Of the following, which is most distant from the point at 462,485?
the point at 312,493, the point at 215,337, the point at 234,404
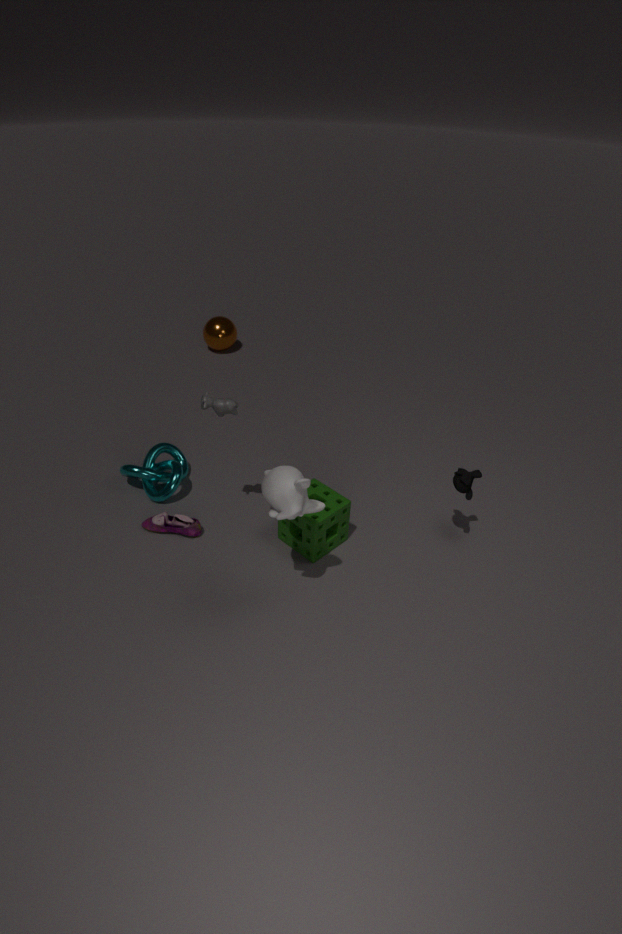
the point at 215,337
